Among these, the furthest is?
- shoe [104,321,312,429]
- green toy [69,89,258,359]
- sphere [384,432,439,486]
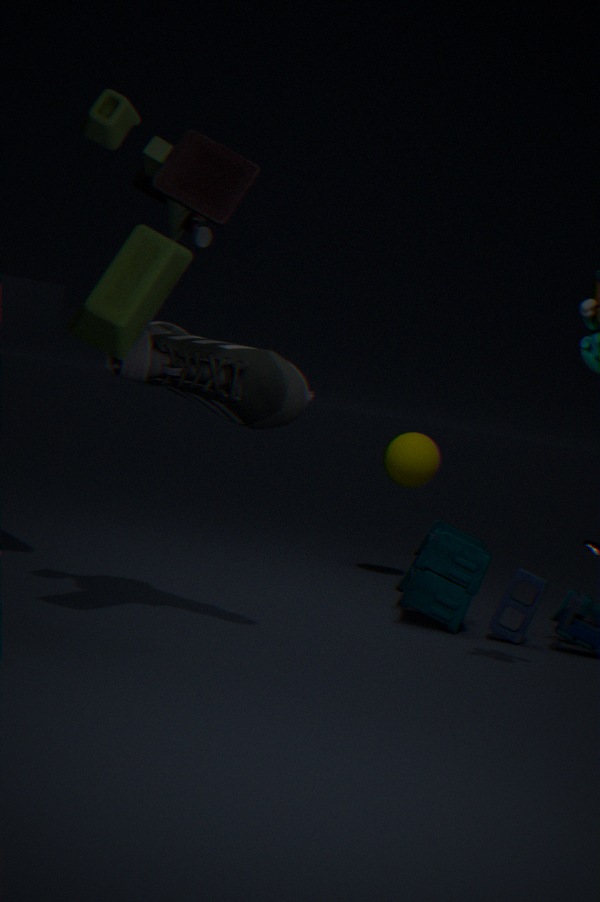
sphere [384,432,439,486]
